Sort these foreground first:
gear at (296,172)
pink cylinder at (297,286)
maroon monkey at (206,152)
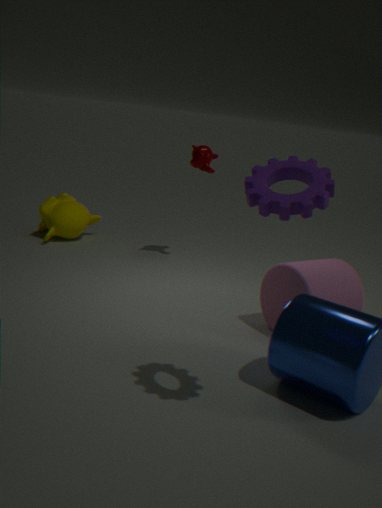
gear at (296,172) → pink cylinder at (297,286) → maroon monkey at (206,152)
